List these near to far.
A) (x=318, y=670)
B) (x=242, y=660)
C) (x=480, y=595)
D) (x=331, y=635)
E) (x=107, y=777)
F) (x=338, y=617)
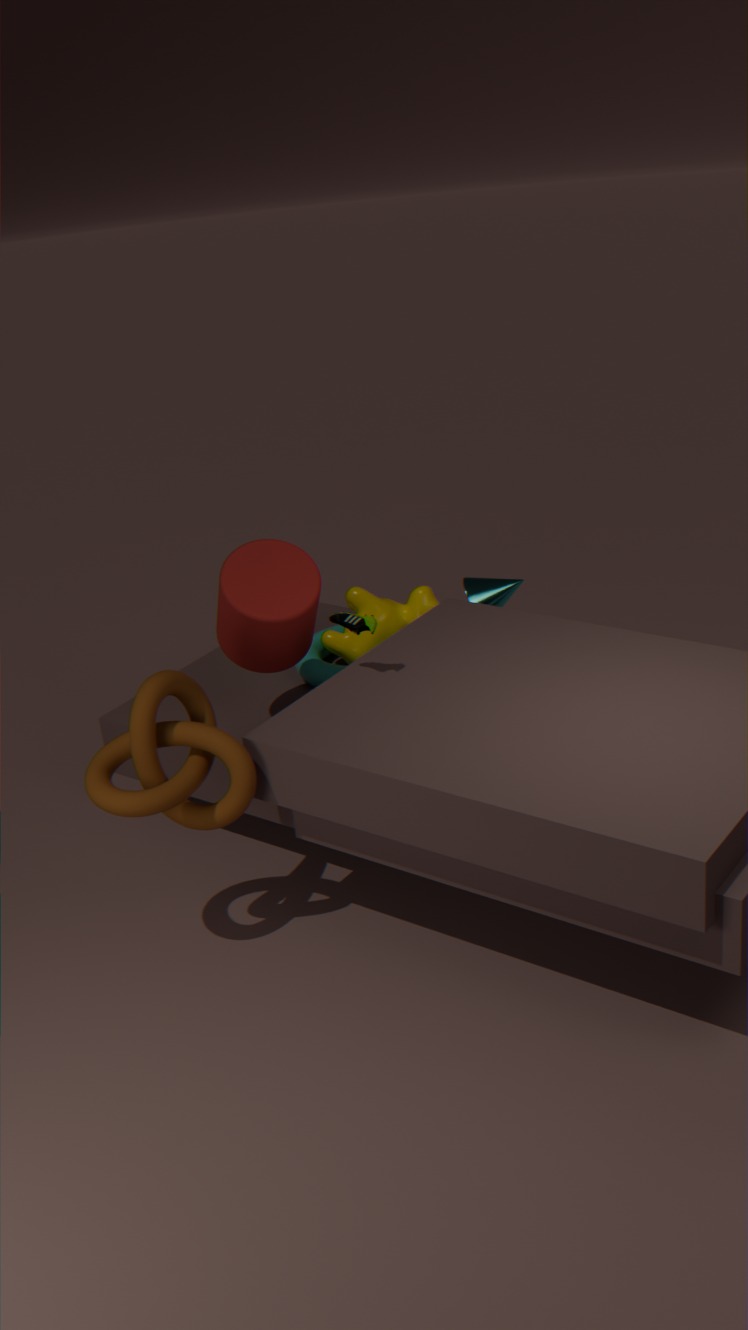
(x=107, y=777)
(x=338, y=617)
(x=242, y=660)
(x=318, y=670)
(x=331, y=635)
(x=480, y=595)
